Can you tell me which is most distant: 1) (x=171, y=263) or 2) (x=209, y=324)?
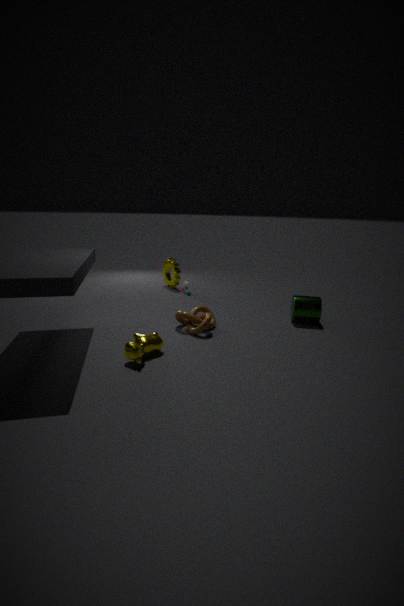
1. (x=171, y=263)
